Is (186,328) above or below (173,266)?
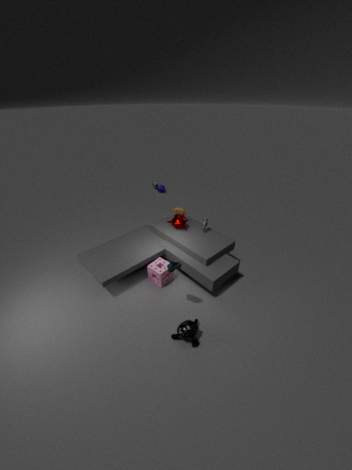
below
